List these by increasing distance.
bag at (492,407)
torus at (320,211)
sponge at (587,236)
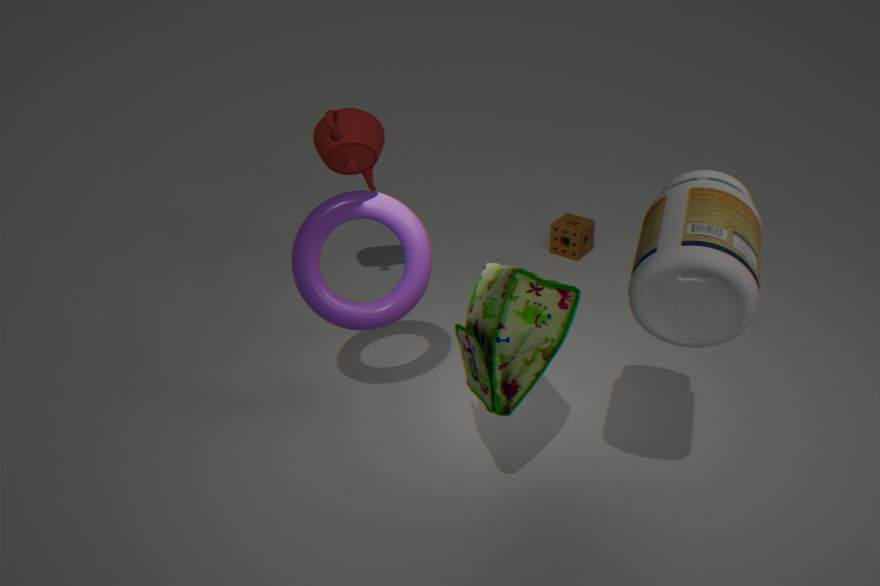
bag at (492,407) < torus at (320,211) < sponge at (587,236)
